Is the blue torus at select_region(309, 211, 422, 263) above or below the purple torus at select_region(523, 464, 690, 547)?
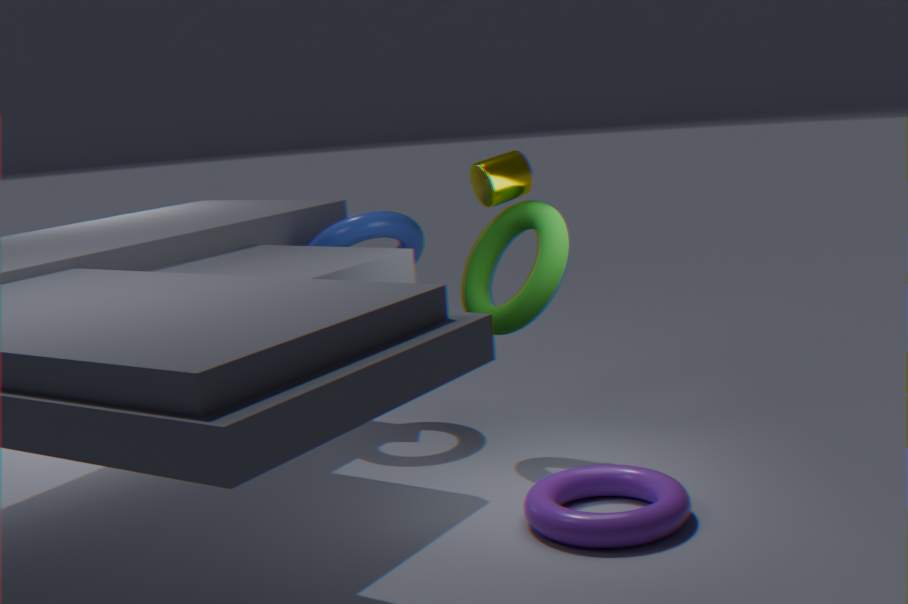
above
